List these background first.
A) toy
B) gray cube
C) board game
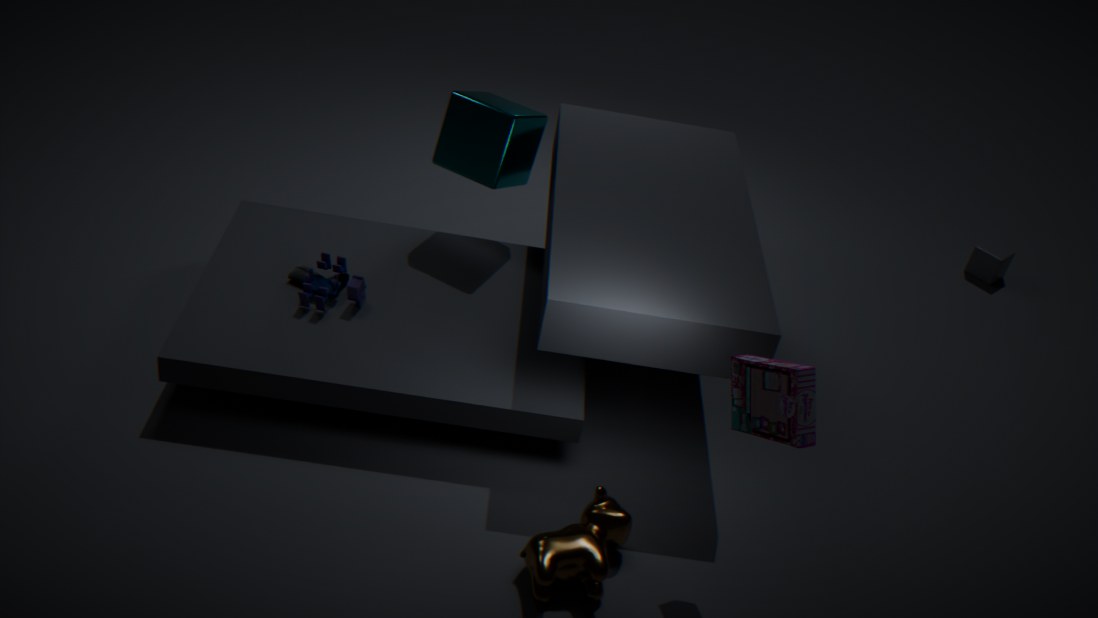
gray cube < toy < board game
